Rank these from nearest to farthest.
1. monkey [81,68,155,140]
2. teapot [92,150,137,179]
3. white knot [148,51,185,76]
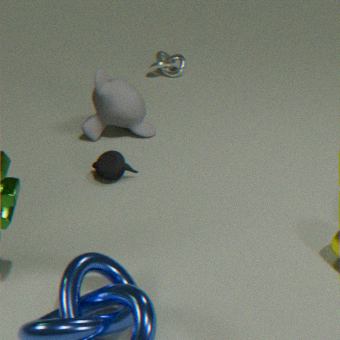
1. teapot [92,150,137,179]
2. monkey [81,68,155,140]
3. white knot [148,51,185,76]
